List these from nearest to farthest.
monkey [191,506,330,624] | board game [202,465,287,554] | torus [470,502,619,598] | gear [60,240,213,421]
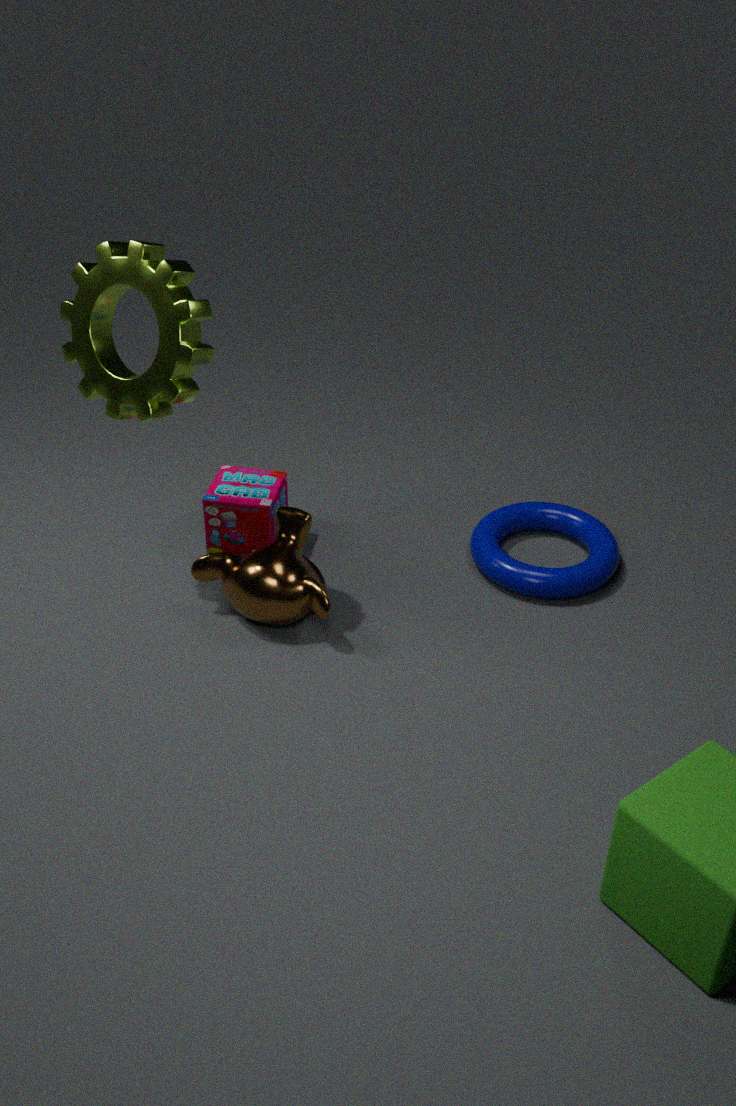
gear [60,240,213,421]
monkey [191,506,330,624]
torus [470,502,619,598]
board game [202,465,287,554]
